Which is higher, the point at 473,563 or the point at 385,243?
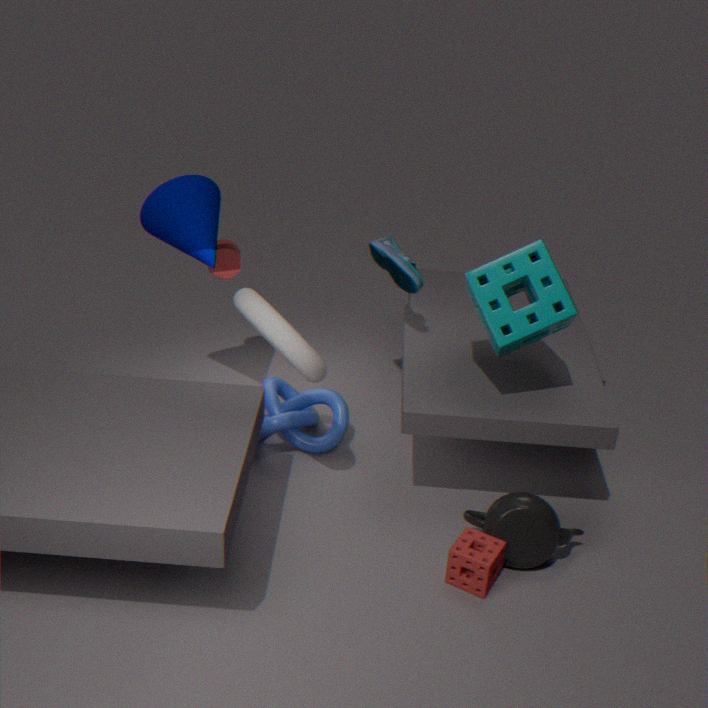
the point at 385,243
